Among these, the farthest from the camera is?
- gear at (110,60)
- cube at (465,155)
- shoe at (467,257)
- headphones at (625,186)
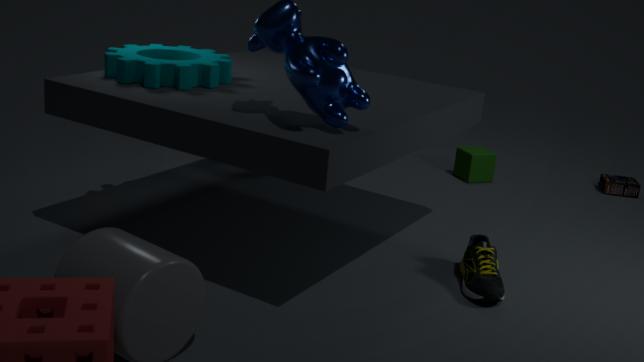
headphones at (625,186)
